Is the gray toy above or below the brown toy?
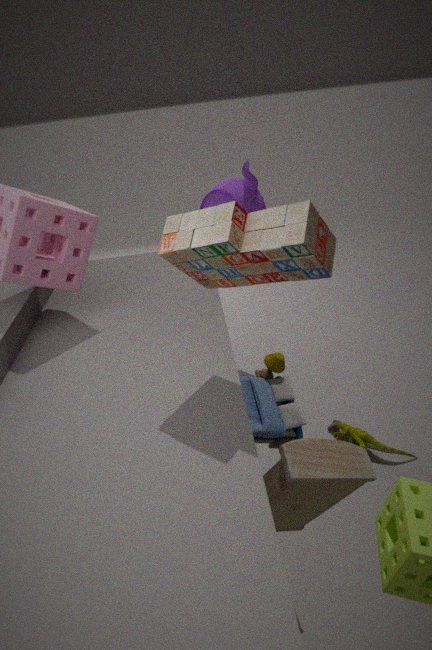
below
